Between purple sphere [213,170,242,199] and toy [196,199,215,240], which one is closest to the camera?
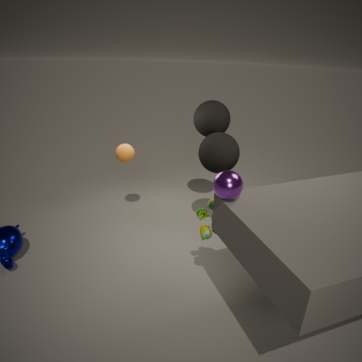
purple sphere [213,170,242,199]
